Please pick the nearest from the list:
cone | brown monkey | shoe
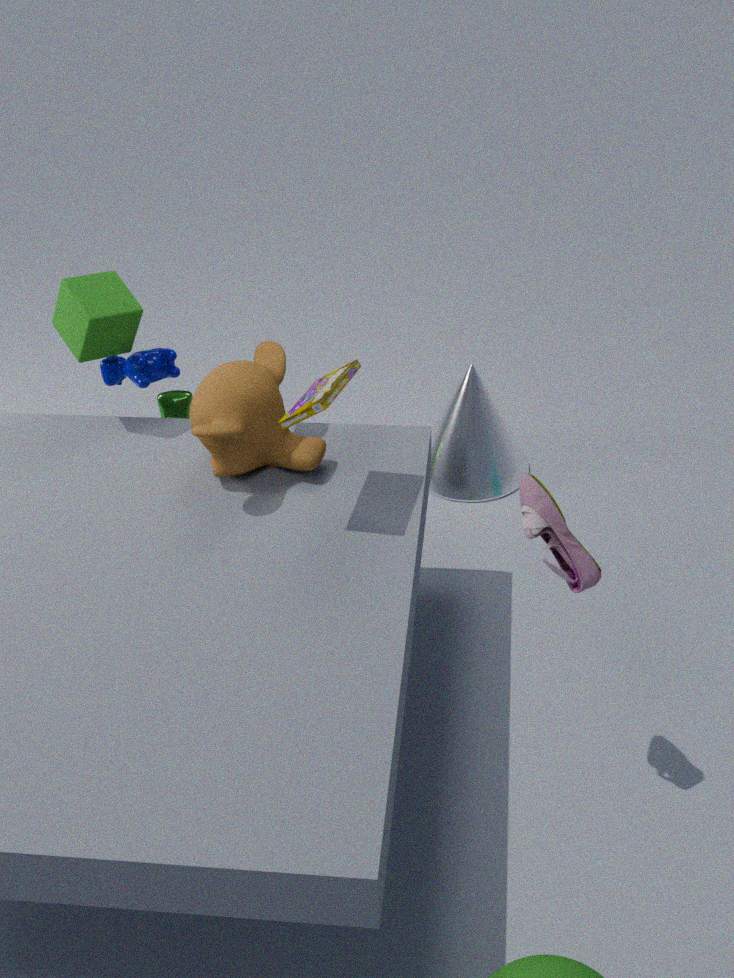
shoe
